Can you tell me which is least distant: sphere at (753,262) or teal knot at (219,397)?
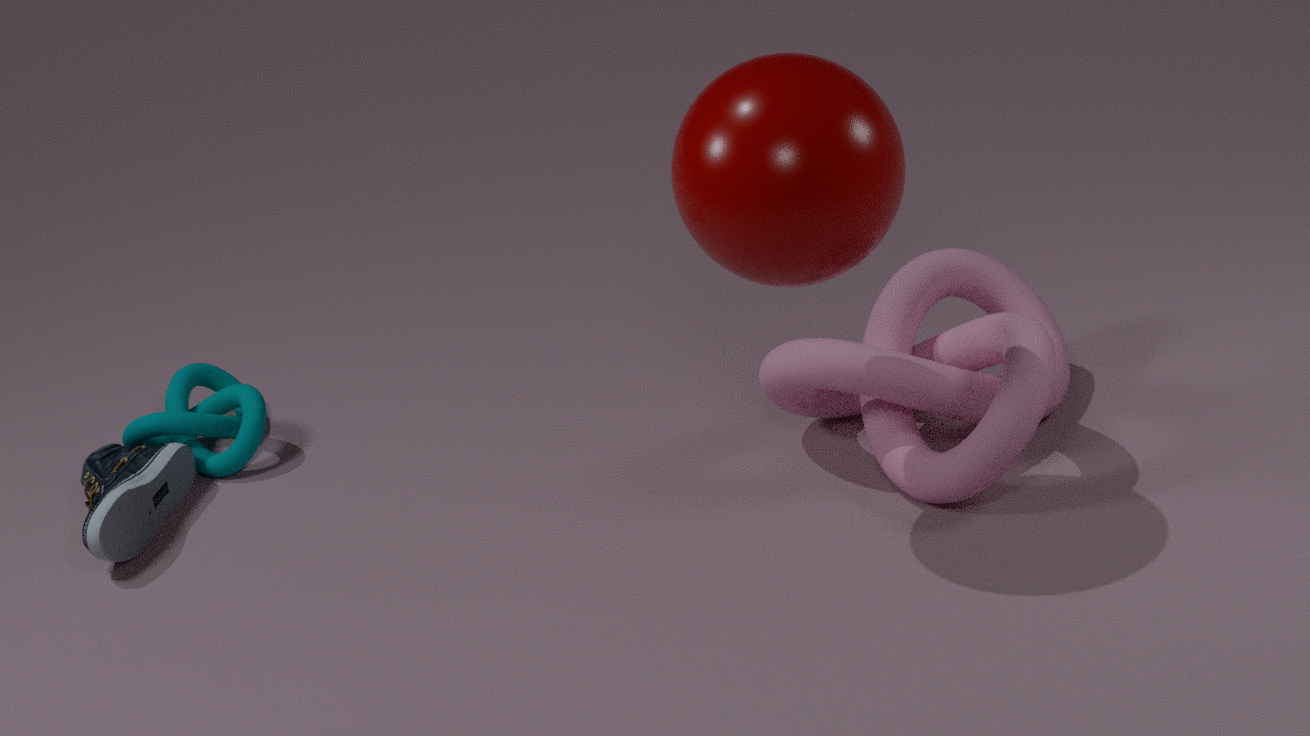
sphere at (753,262)
